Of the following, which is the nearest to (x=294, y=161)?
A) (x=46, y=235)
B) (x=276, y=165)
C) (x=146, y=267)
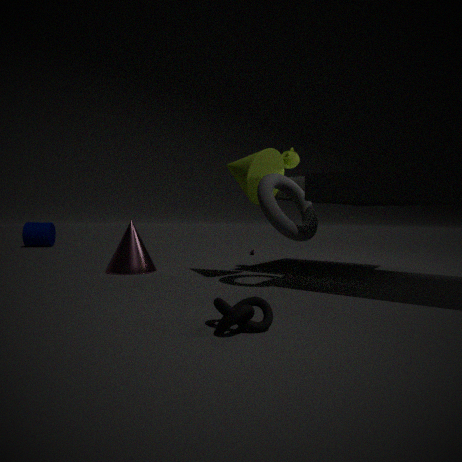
(x=276, y=165)
